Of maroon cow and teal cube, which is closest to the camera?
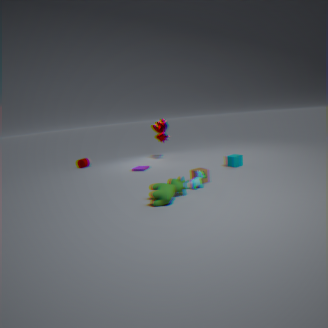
teal cube
